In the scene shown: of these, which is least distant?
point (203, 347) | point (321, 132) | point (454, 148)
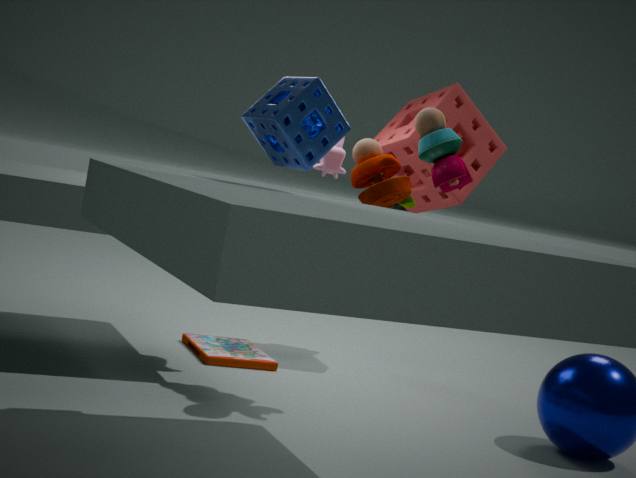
point (321, 132)
